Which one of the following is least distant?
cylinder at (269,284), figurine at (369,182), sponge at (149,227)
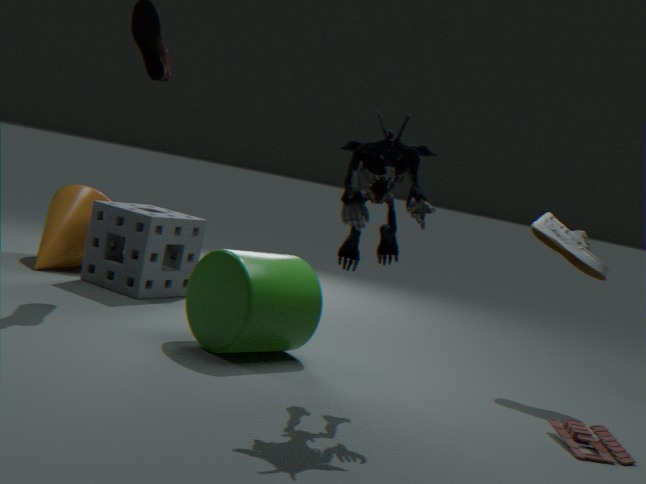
figurine at (369,182)
